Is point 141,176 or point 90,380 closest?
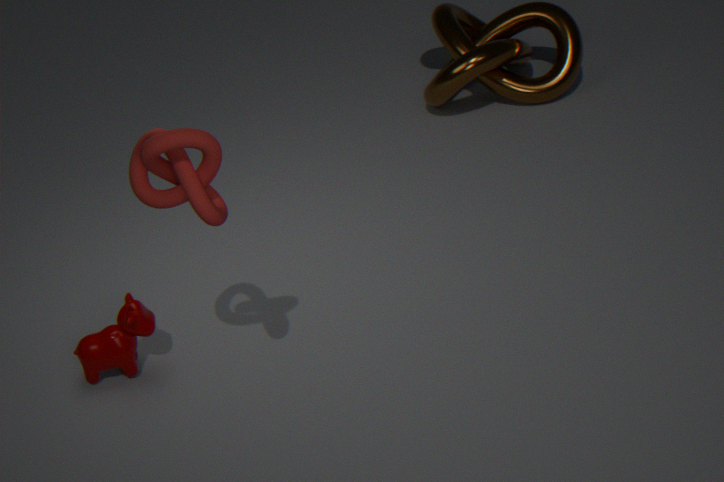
point 141,176
